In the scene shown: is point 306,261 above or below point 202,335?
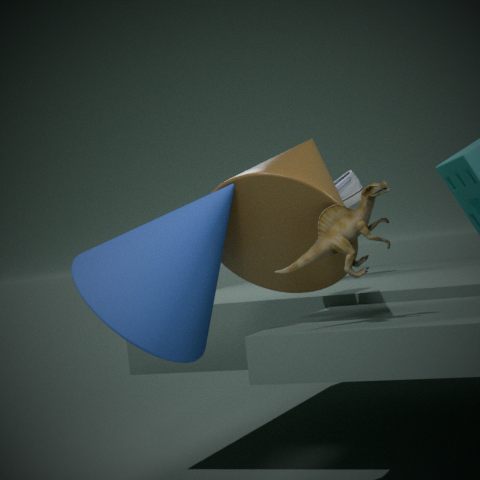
above
